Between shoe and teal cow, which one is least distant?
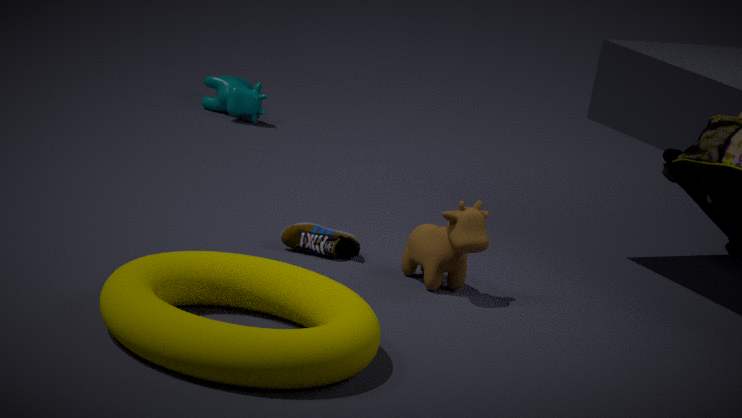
shoe
